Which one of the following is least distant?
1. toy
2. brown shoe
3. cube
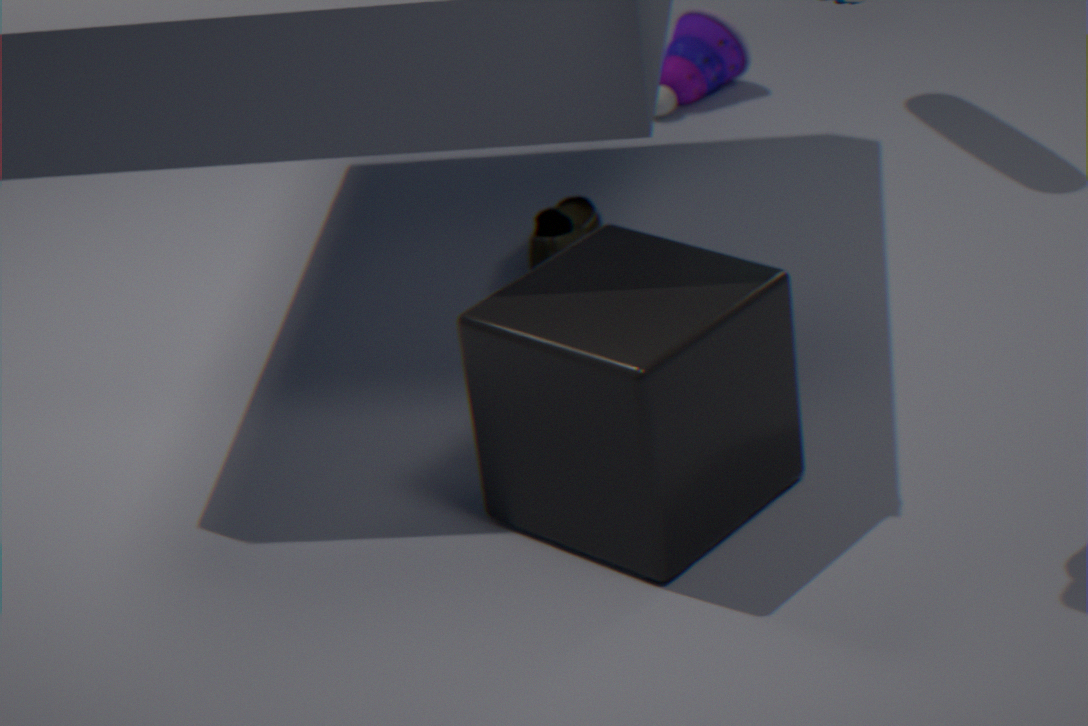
cube
